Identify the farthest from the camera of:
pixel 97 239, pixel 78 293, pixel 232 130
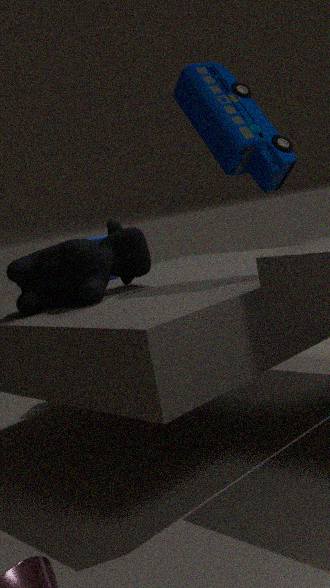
pixel 97 239
